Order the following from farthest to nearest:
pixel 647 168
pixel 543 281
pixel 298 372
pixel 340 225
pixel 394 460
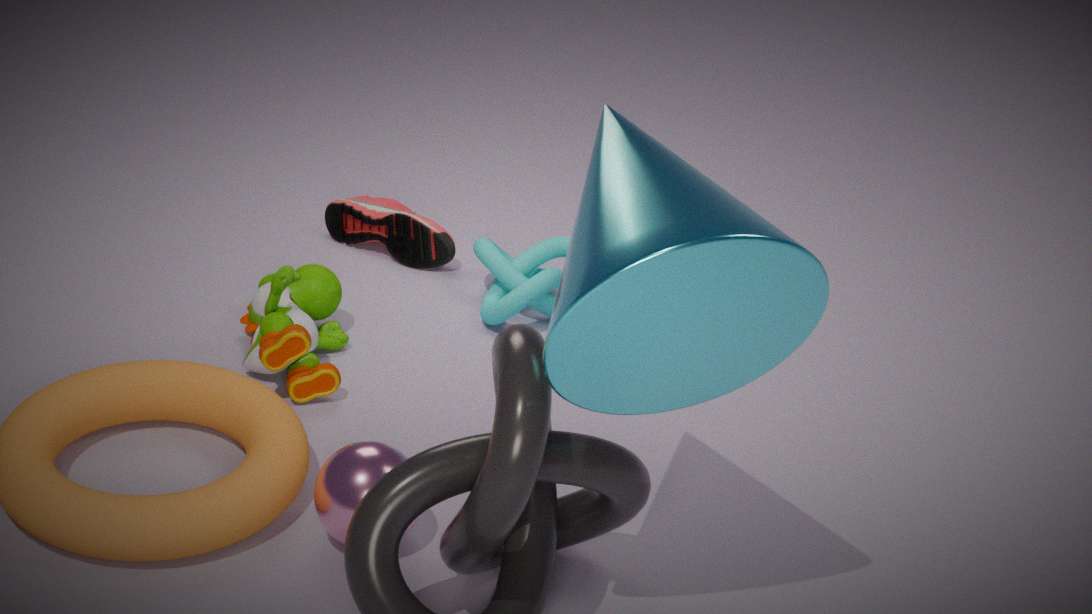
pixel 340 225
pixel 543 281
pixel 298 372
pixel 394 460
pixel 647 168
